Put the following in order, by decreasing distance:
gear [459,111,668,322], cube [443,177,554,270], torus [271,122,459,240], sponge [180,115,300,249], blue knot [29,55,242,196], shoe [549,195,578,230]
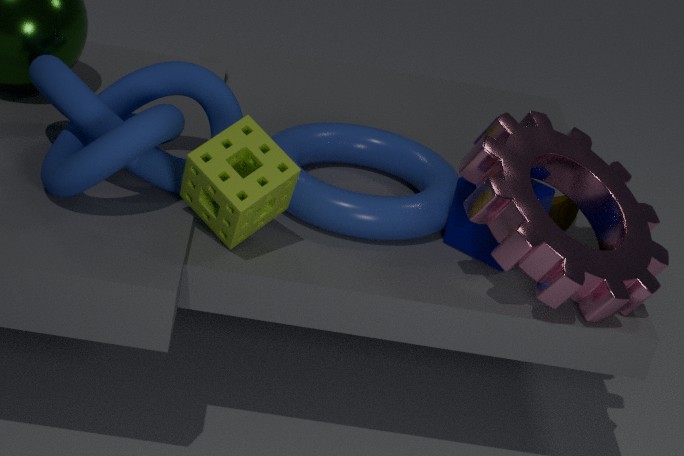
shoe [549,195,578,230]
cube [443,177,554,270]
torus [271,122,459,240]
gear [459,111,668,322]
sponge [180,115,300,249]
blue knot [29,55,242,196]
